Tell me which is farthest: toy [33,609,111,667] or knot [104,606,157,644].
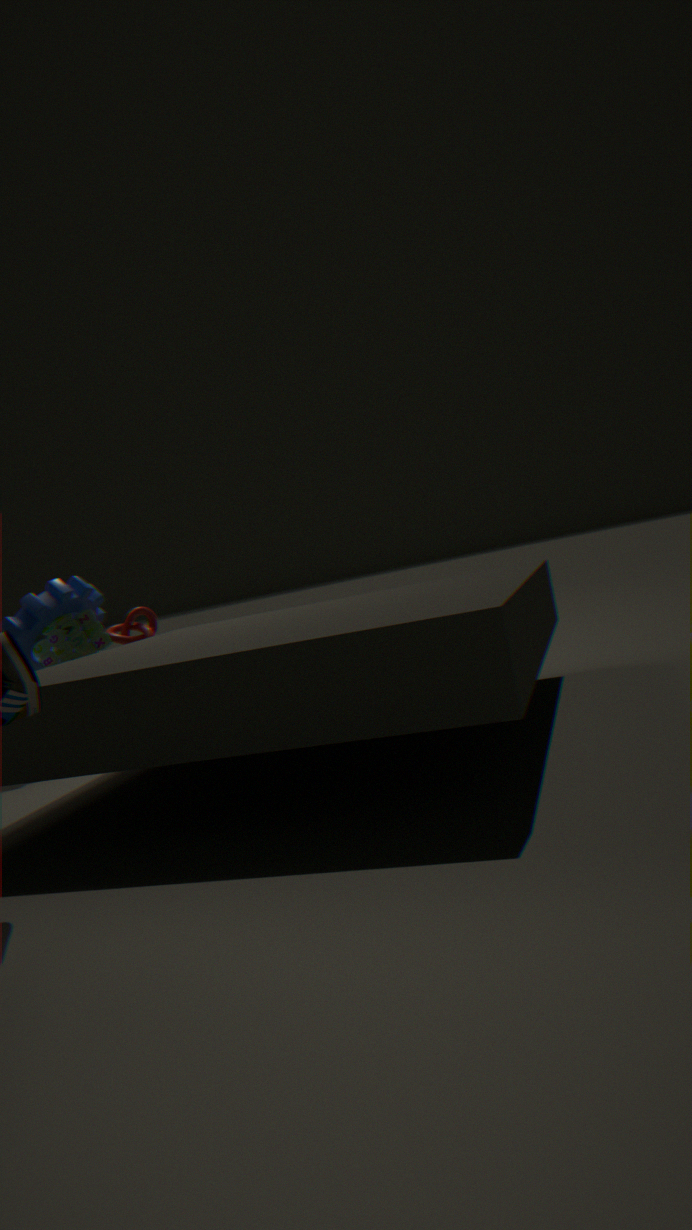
knot [104,606,157,644]
